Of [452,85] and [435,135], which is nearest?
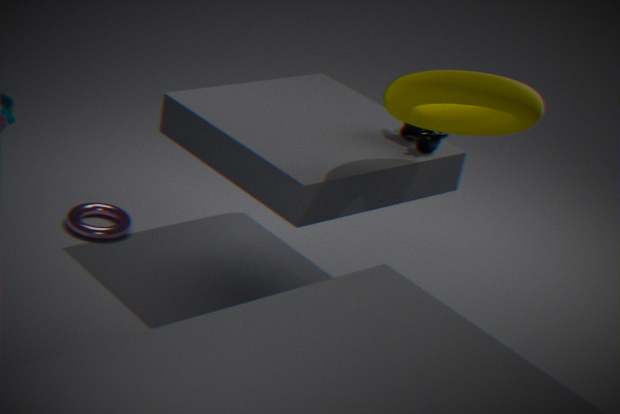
[452,85]
